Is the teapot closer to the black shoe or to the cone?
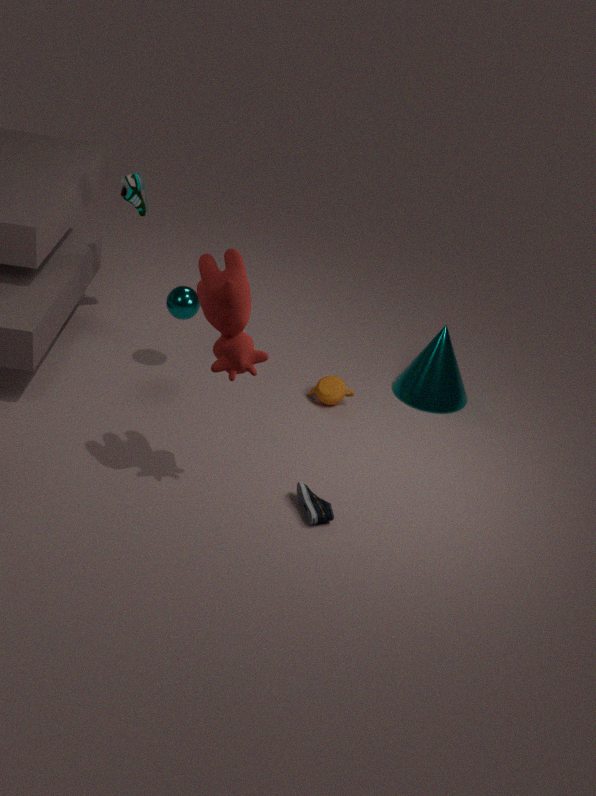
the cone
